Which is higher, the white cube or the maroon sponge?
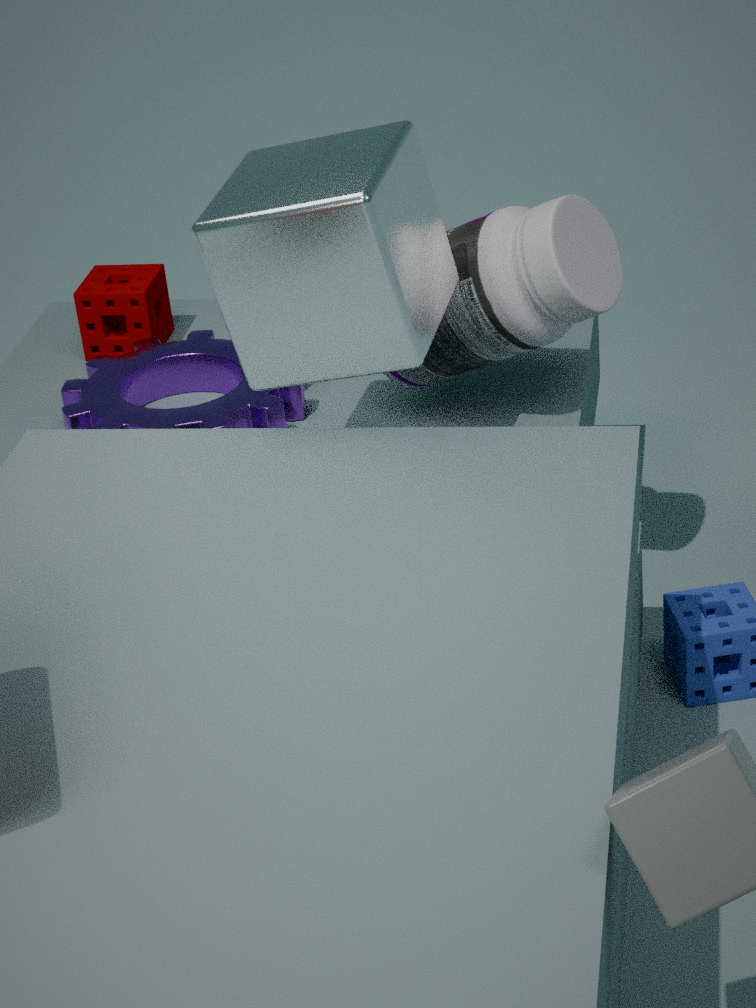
the white cube
